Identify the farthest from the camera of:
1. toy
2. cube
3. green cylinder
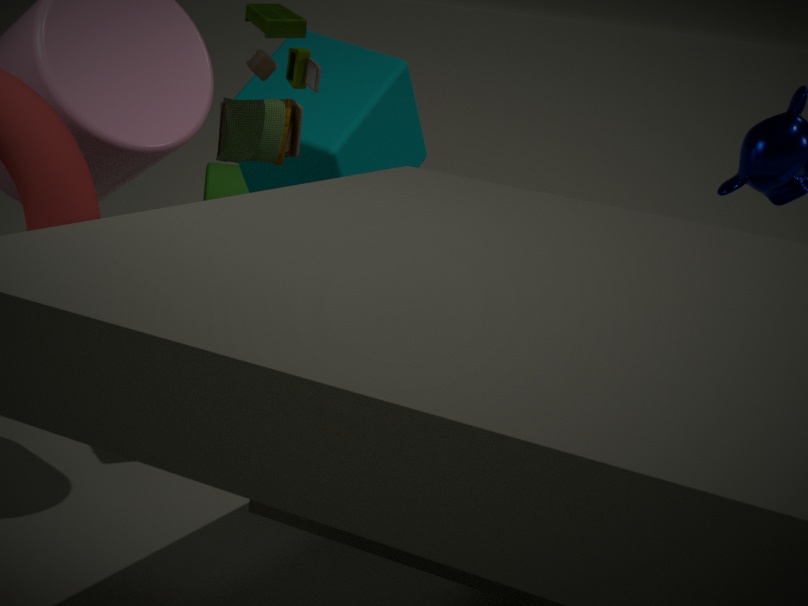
green cylinder
